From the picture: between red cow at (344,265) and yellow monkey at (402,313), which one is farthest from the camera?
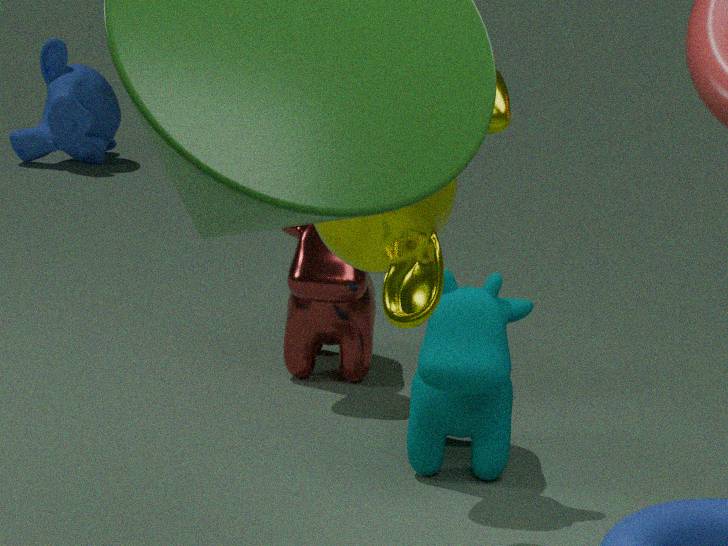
red cow at (344,265)
